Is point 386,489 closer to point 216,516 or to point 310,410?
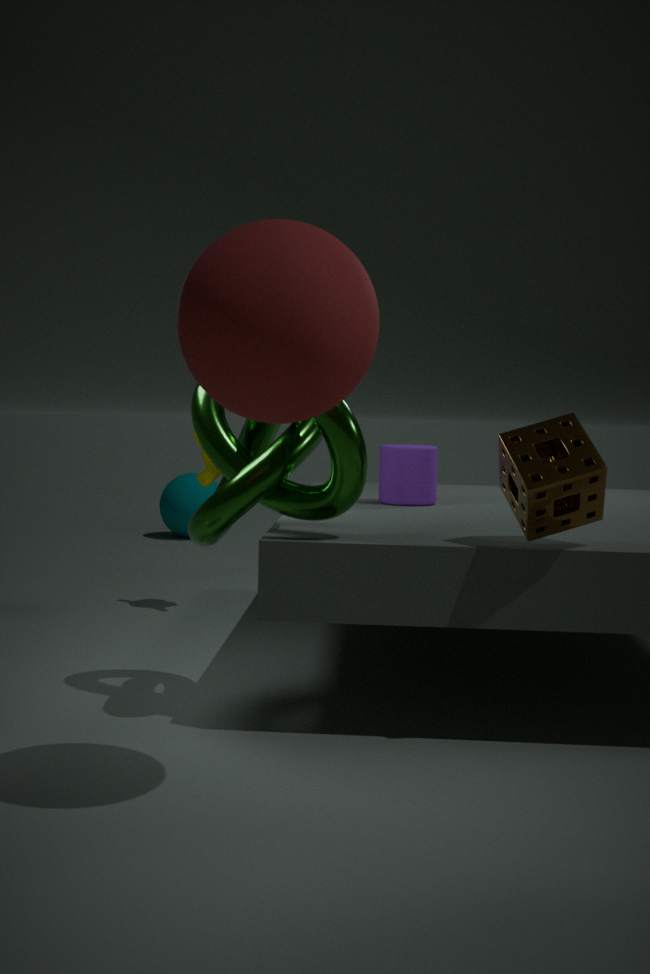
point 216,516
